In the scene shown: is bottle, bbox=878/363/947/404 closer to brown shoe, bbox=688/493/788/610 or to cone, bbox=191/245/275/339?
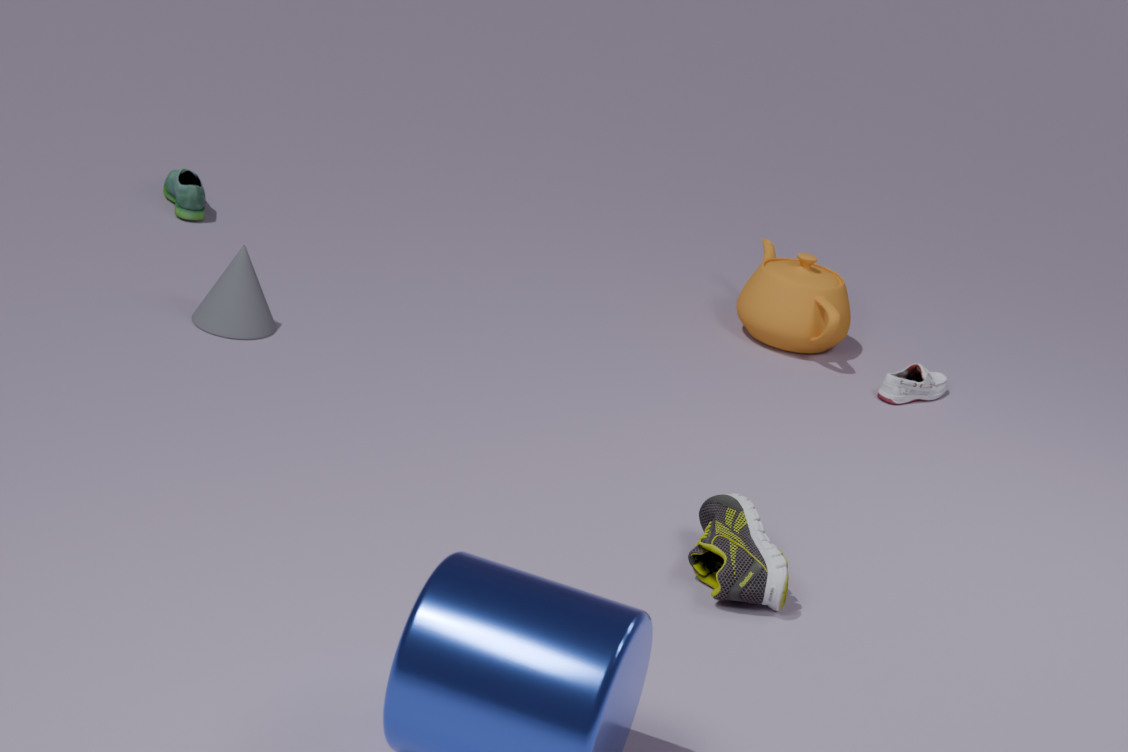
brown shoe, bbox=688/493/788/610
